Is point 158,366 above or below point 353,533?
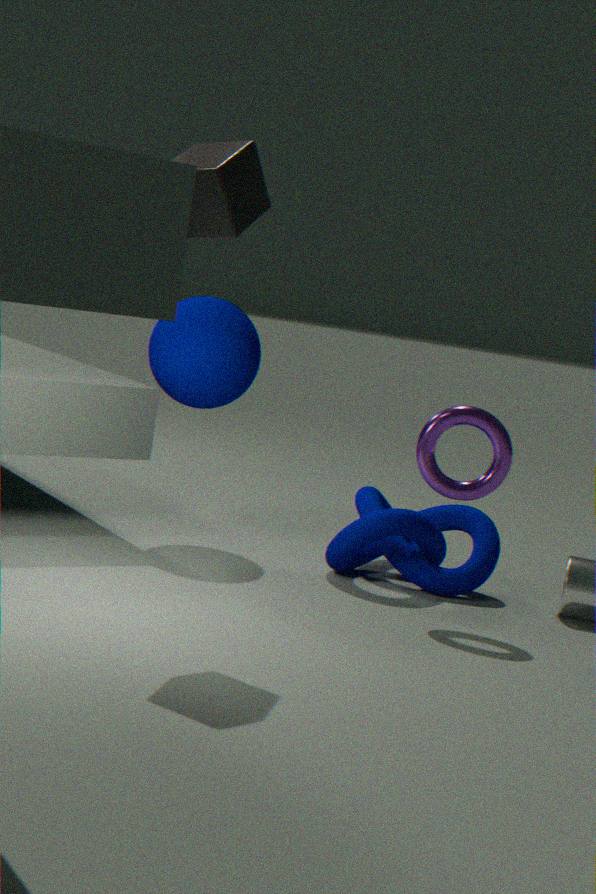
above
